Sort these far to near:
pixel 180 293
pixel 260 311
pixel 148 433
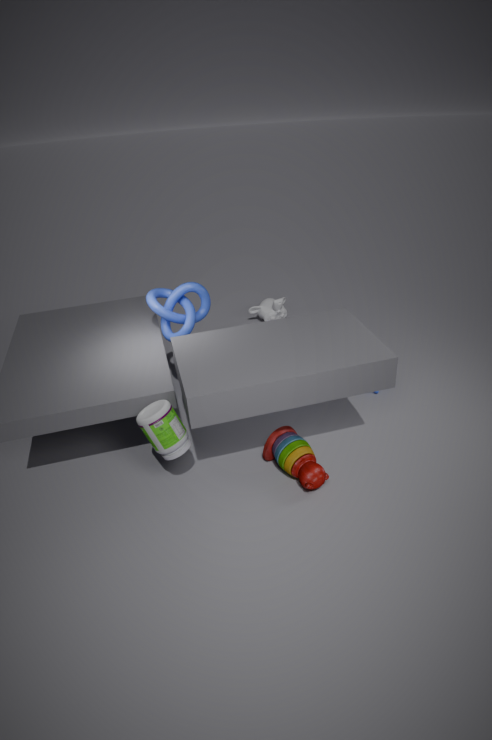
1. pixel 260 311
2. pixel 180 293
3. pixel 148 433
